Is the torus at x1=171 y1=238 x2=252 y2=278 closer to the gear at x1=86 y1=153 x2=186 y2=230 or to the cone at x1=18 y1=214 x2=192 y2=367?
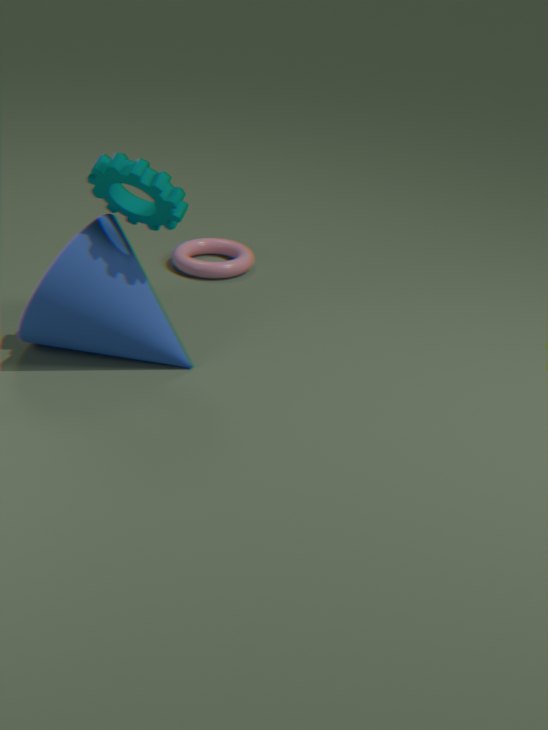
the cone at x1=18 y1=214 x2=192 y2=367
